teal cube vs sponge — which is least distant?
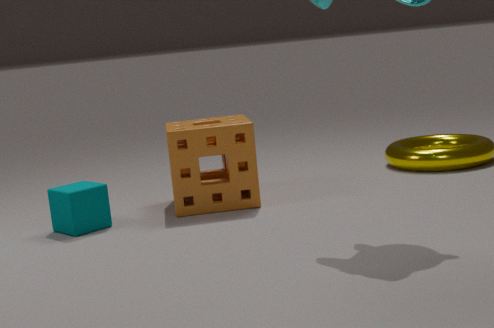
teal cube
